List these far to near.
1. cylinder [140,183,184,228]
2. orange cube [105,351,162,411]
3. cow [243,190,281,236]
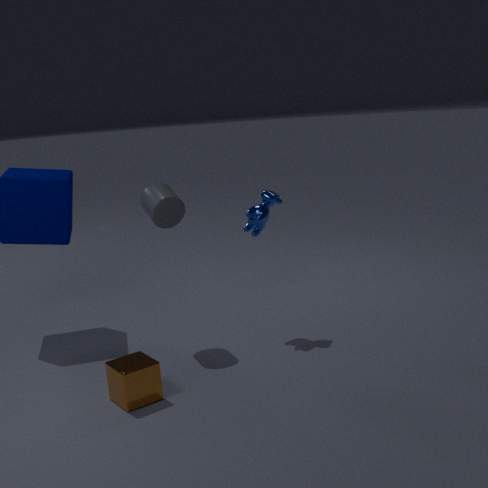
cow [243,190,281,236] → cylinder [140,183,184,228] → orange cube [105,351,162,411]
